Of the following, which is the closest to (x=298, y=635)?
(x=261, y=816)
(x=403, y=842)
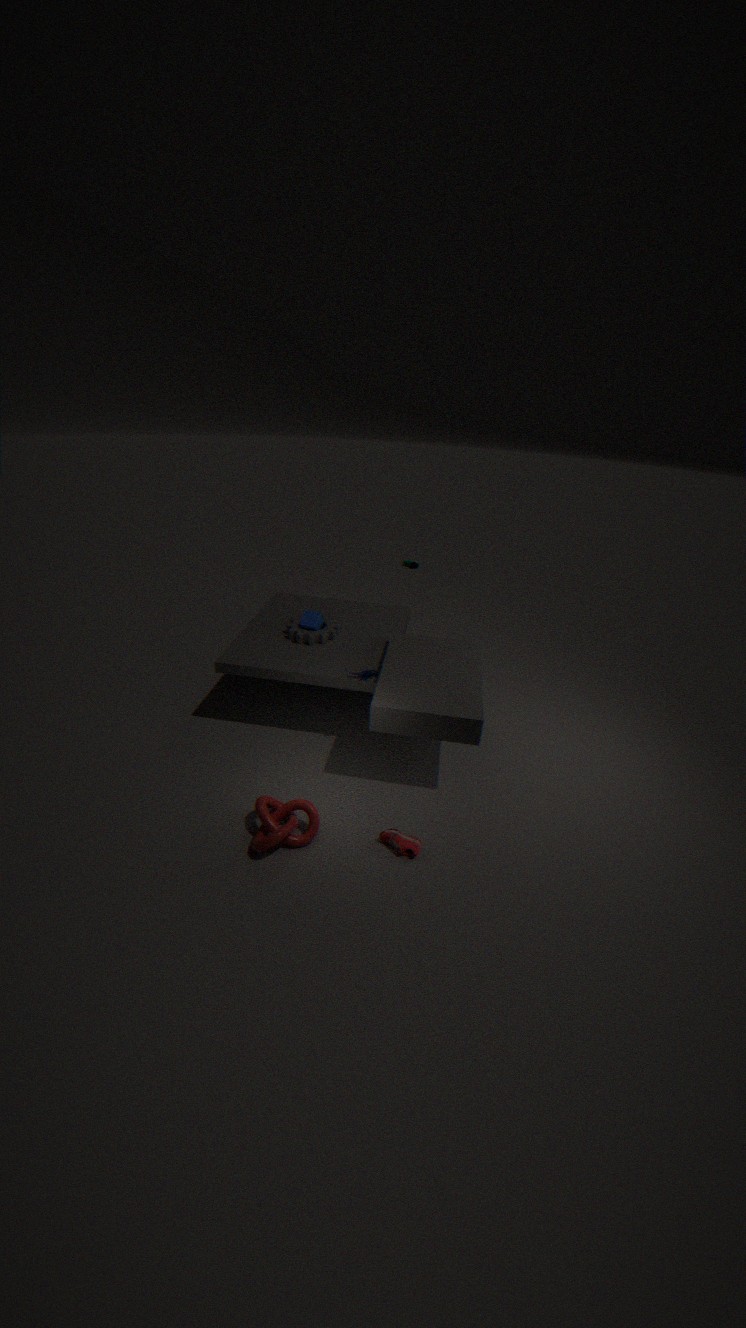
(x=261, y=816)
